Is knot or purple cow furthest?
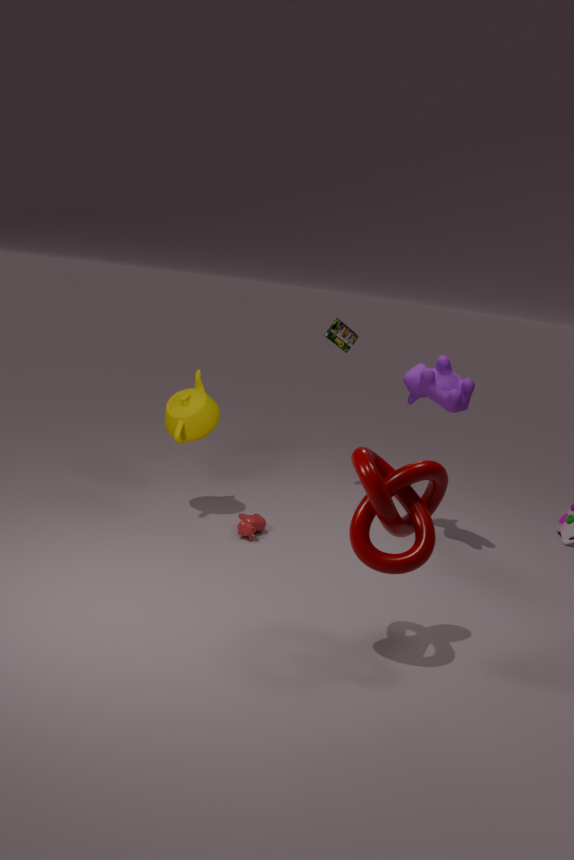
purple cow
